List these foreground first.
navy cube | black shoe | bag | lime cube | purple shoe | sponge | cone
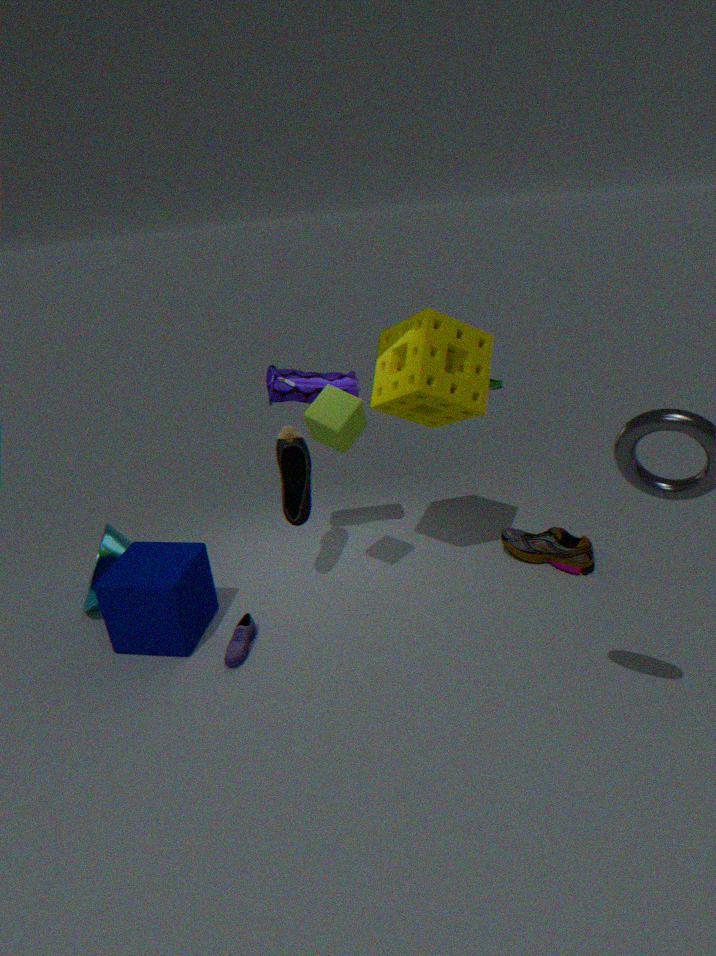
Result: lime cube < sponge < navy cube < purple shoe < bag < cone < black shoe
